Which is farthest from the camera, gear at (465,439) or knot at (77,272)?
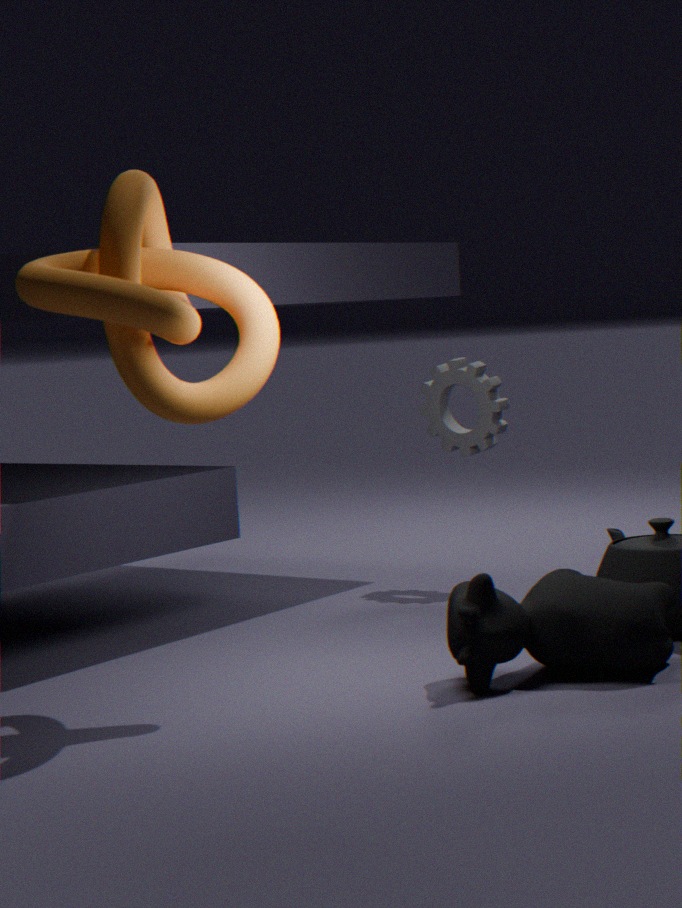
gear at (465,439)
